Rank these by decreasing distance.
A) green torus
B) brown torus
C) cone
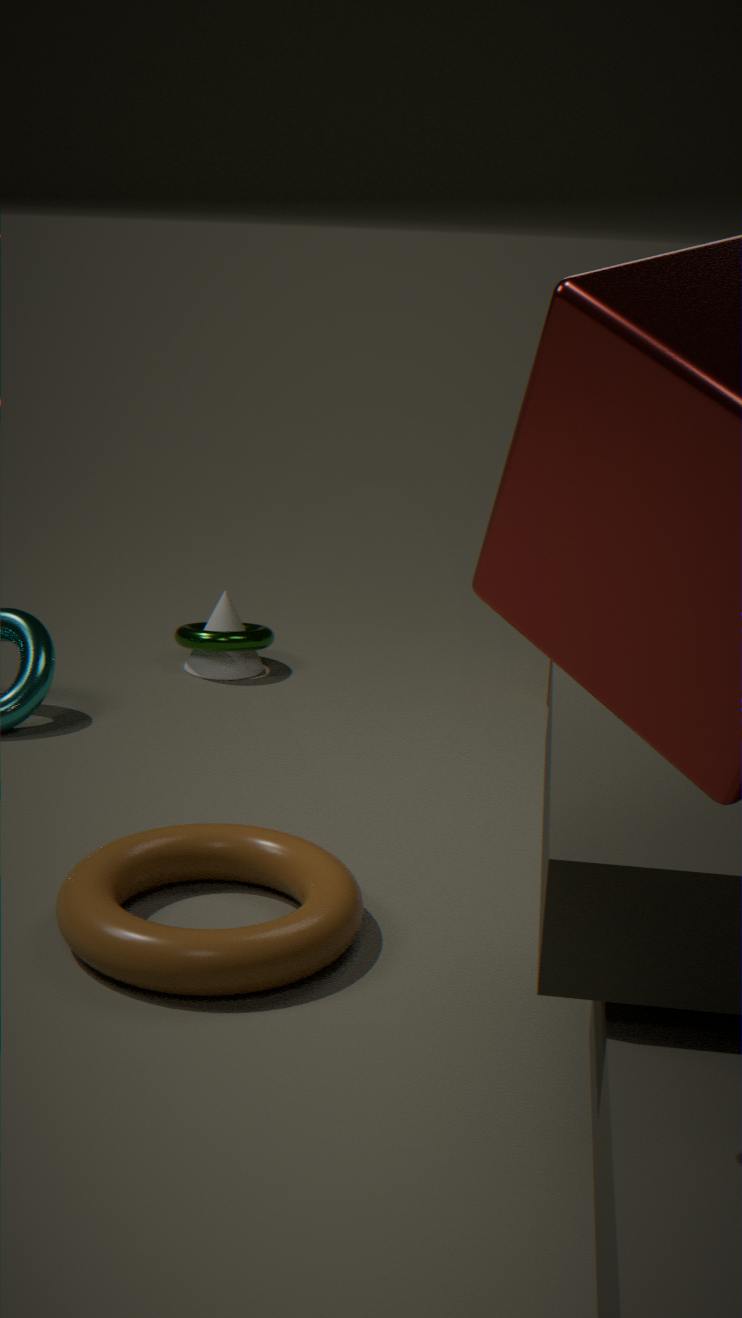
1. cone
2. green torus
3. brown torus
